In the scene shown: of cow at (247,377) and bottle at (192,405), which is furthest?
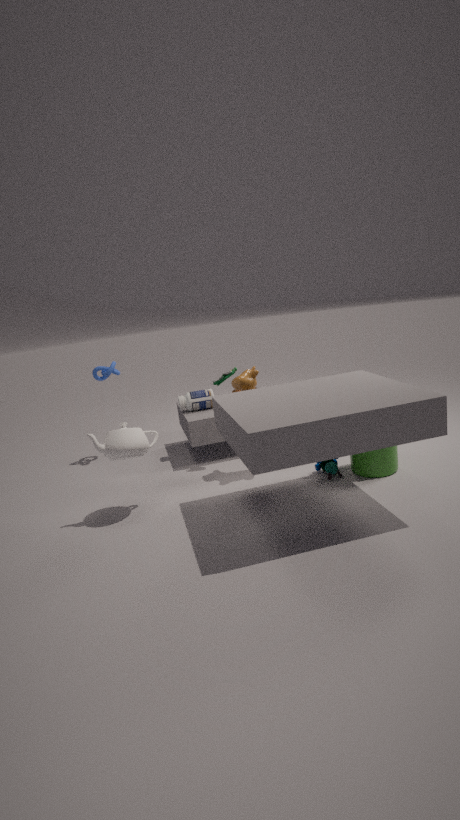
bottle at (192,405)
